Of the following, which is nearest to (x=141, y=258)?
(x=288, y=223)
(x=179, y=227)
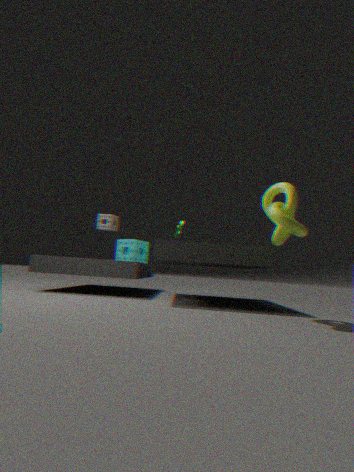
(x=179, y=227)
